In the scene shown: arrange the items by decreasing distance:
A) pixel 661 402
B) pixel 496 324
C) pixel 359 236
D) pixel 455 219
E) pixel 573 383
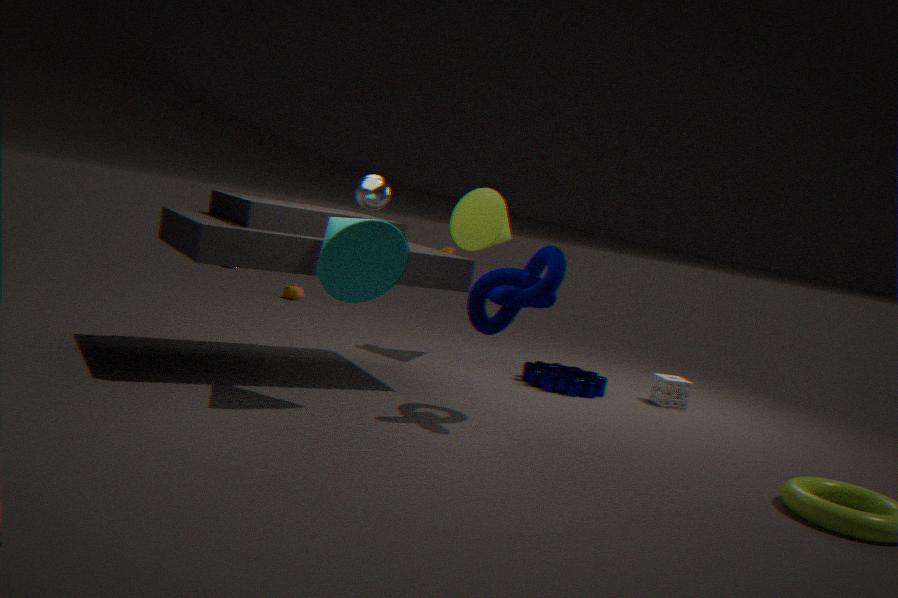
1. pixel 455 219
2. pixel 661 402
3. pixel 573 383
4. pixel 496 324
5. pixel 359 236
